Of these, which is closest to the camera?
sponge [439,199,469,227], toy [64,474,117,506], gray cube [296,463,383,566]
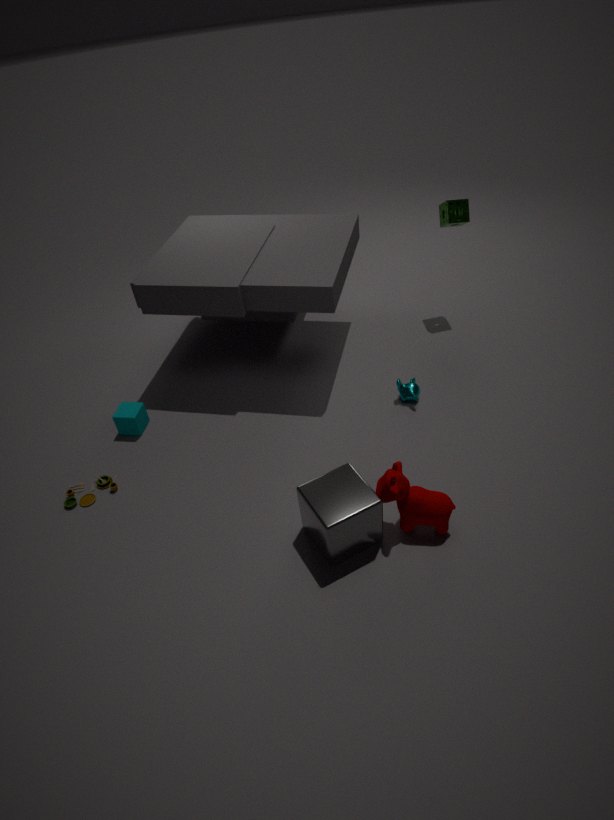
gray cube [296,463,383,566]
